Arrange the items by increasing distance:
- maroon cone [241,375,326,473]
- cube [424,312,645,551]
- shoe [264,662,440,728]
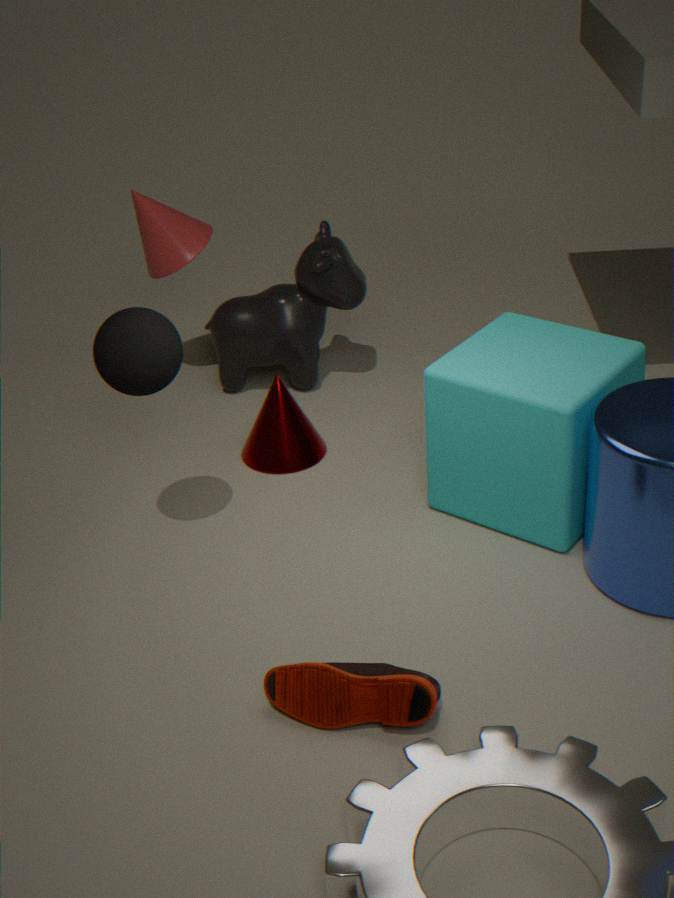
shoe [264,662,440,728]
cube [424,312,645,551]
maroon cone [241,375,326,473]
